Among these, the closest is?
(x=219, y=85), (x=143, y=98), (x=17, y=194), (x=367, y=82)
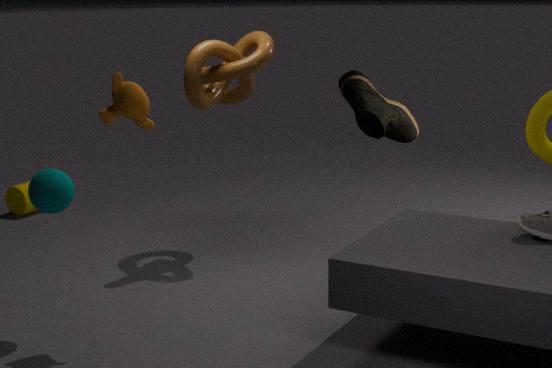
(x=367, y=82)
